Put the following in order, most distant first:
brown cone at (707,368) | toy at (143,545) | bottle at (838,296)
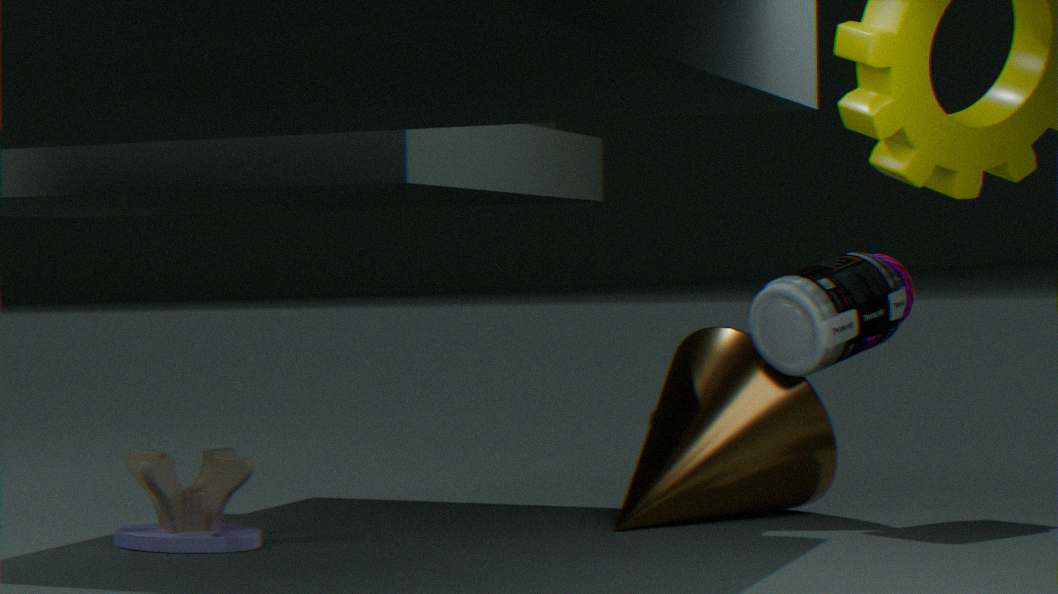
brown cone at (707,368)
bottle at (838,296)
toy at (143,545)
